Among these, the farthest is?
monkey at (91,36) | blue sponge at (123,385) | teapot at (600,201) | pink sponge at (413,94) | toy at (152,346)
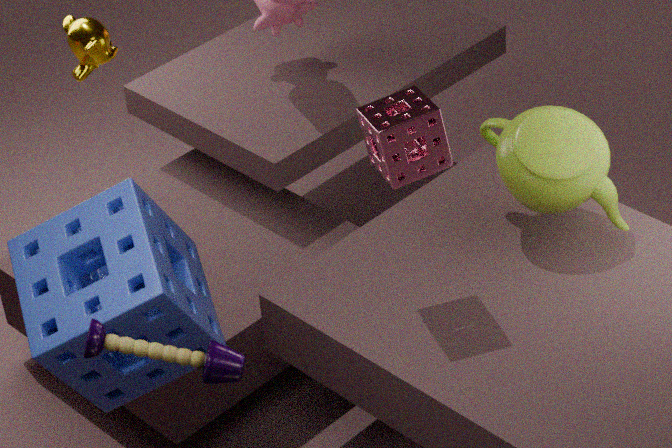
monkey at (91,36)
